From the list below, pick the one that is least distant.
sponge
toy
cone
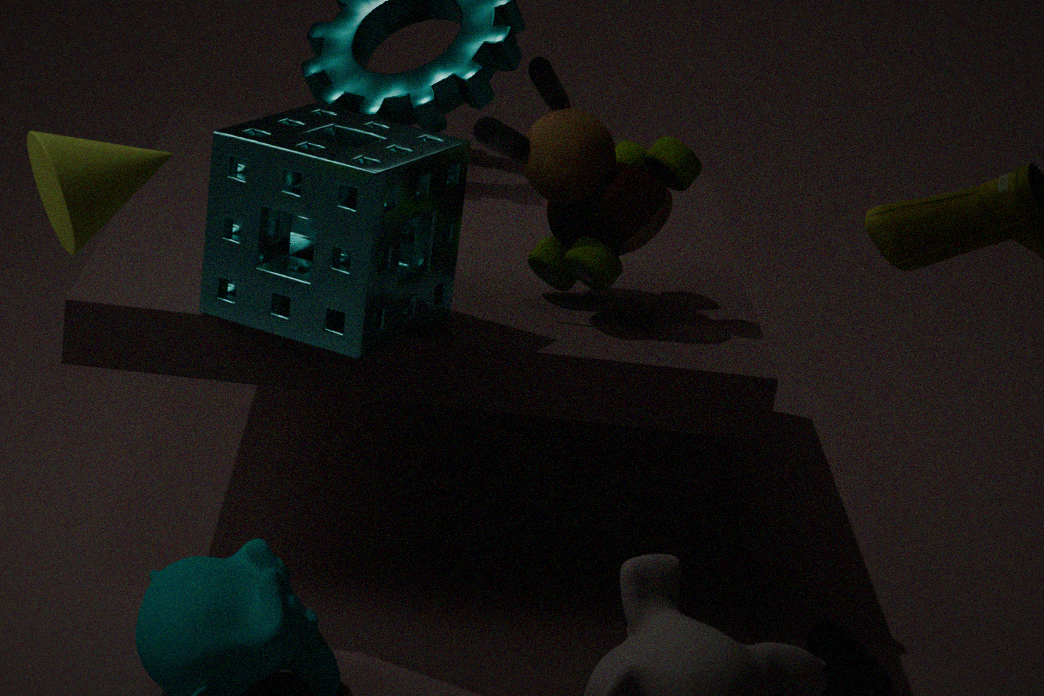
cone
